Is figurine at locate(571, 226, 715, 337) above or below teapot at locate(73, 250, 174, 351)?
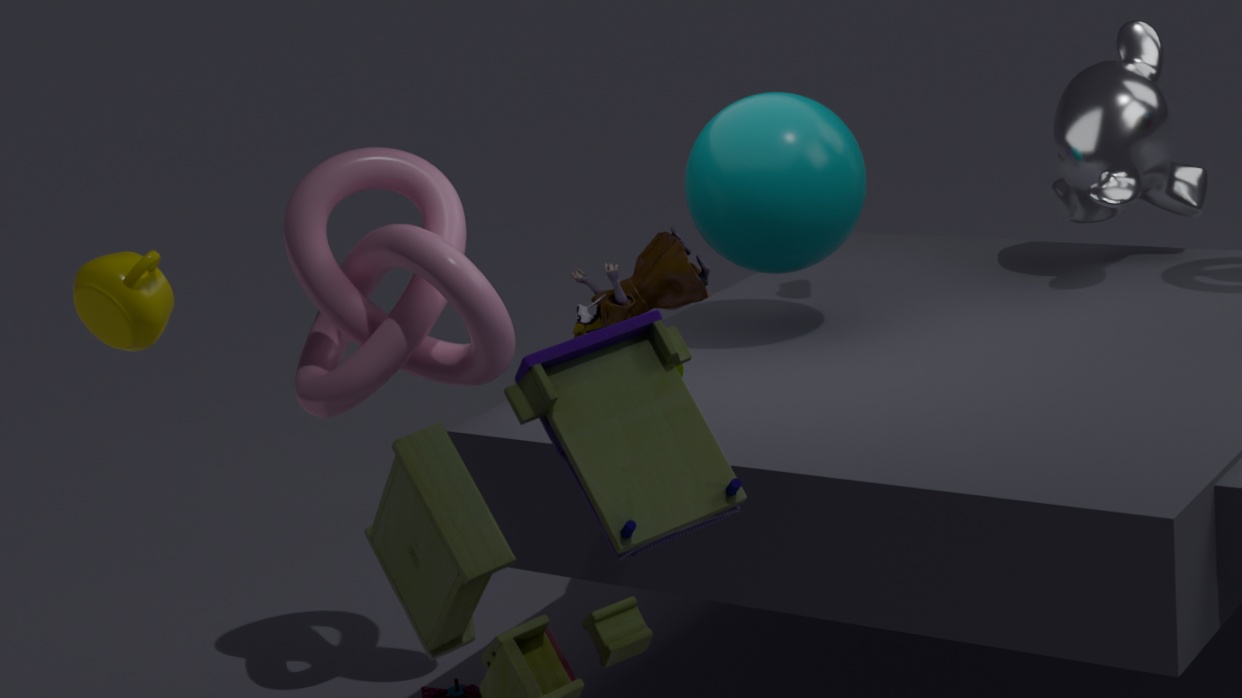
below
